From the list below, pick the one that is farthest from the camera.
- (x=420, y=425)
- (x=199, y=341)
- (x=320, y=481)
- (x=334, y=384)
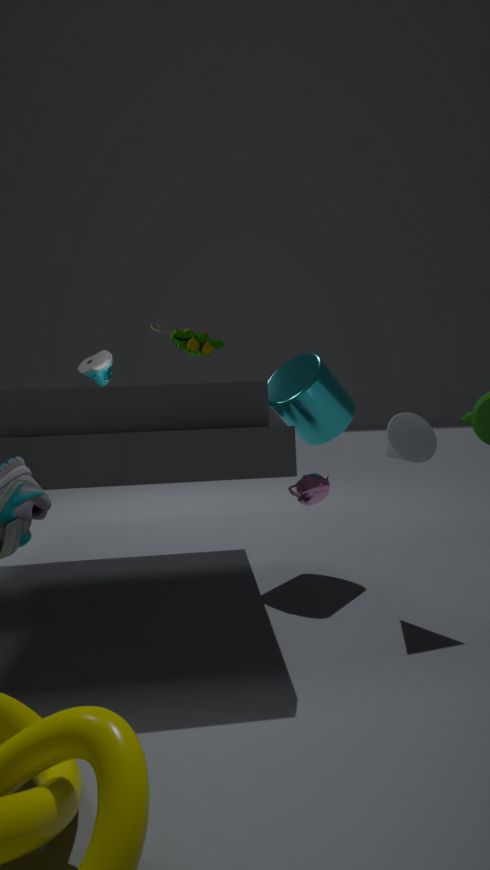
(x=334, y=384)
